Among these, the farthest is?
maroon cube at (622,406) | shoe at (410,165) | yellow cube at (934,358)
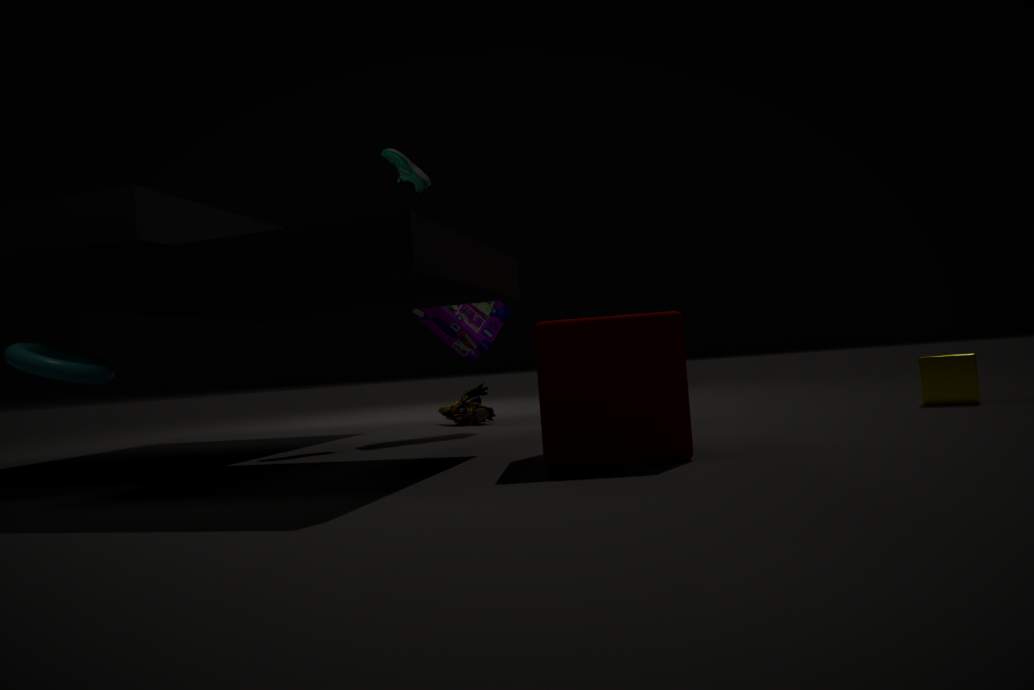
shoe at (410,165)
